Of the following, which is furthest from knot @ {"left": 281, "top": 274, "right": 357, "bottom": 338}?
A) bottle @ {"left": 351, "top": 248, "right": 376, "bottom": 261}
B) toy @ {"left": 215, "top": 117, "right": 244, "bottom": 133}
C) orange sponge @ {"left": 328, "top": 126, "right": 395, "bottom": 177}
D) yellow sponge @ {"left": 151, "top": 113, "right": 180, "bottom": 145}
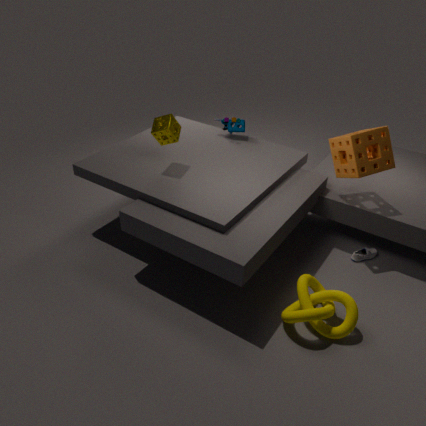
toy @ {"left": 215, "top": 117, "right": 244, "bottom": 133}
